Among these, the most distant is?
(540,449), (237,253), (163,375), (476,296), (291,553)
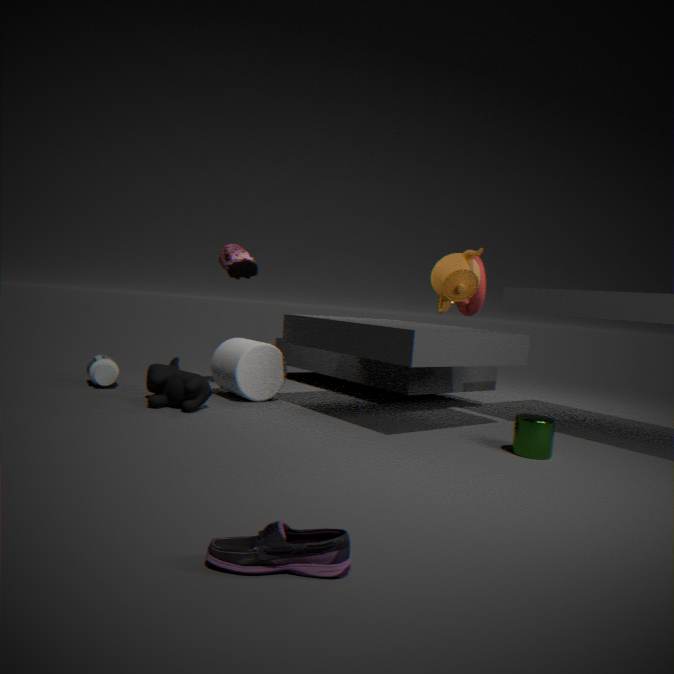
(476,296)
